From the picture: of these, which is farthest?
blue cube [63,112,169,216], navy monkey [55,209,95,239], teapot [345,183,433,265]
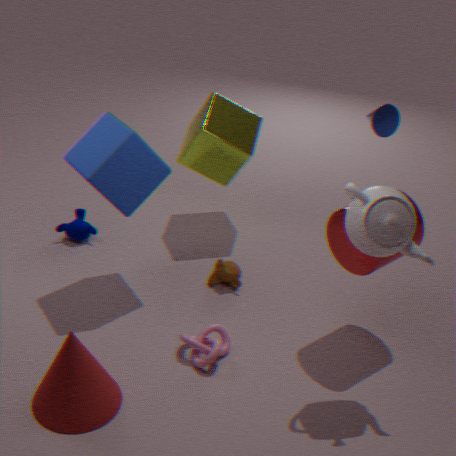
navy monkey [55,209,95,239]
